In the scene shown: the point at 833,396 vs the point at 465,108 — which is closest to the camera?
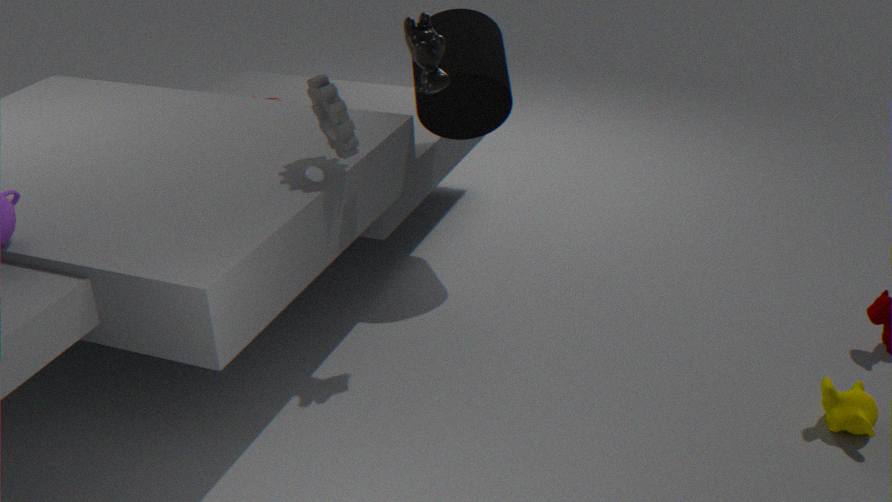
the point at 833,396
